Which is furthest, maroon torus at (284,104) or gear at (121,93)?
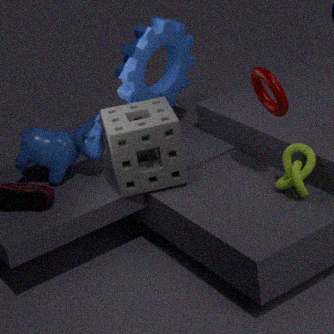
gear at (121,93)
